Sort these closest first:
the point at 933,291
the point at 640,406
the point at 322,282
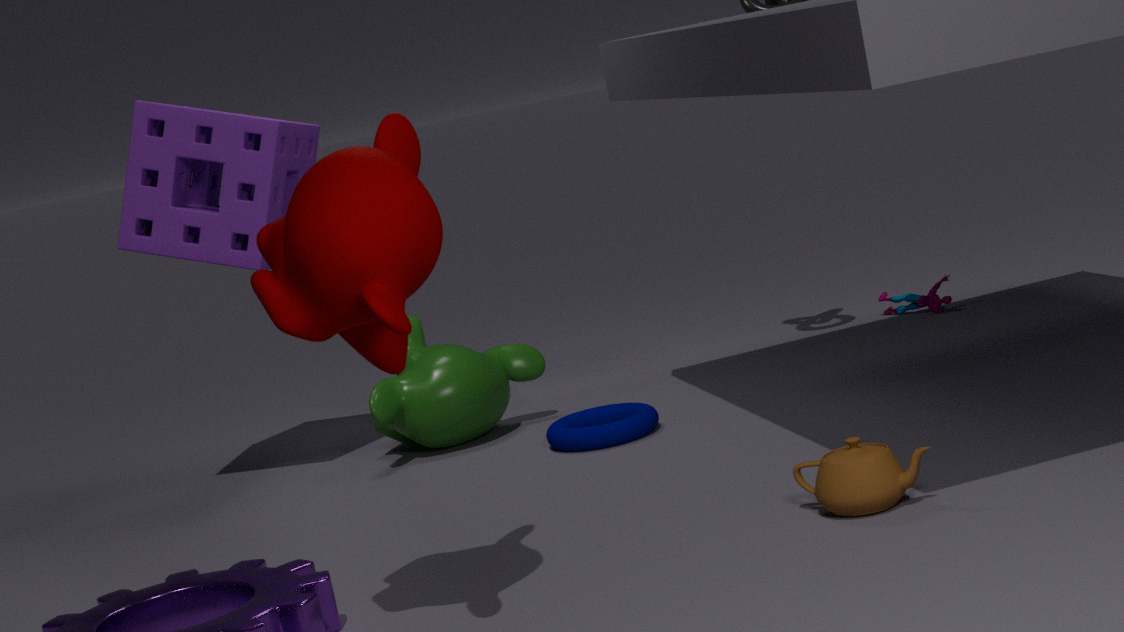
the point at 322,282, the point at 640,406, the point at 933,291
